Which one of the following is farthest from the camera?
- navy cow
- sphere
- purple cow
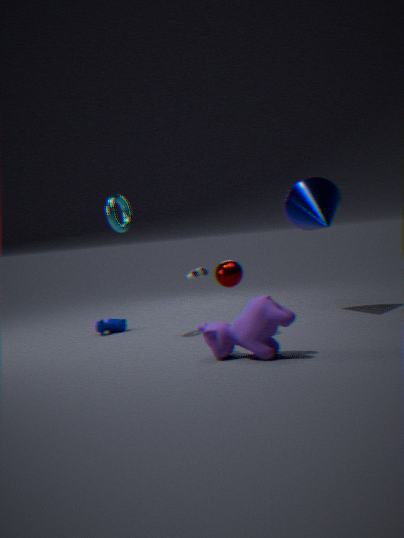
navy cow
